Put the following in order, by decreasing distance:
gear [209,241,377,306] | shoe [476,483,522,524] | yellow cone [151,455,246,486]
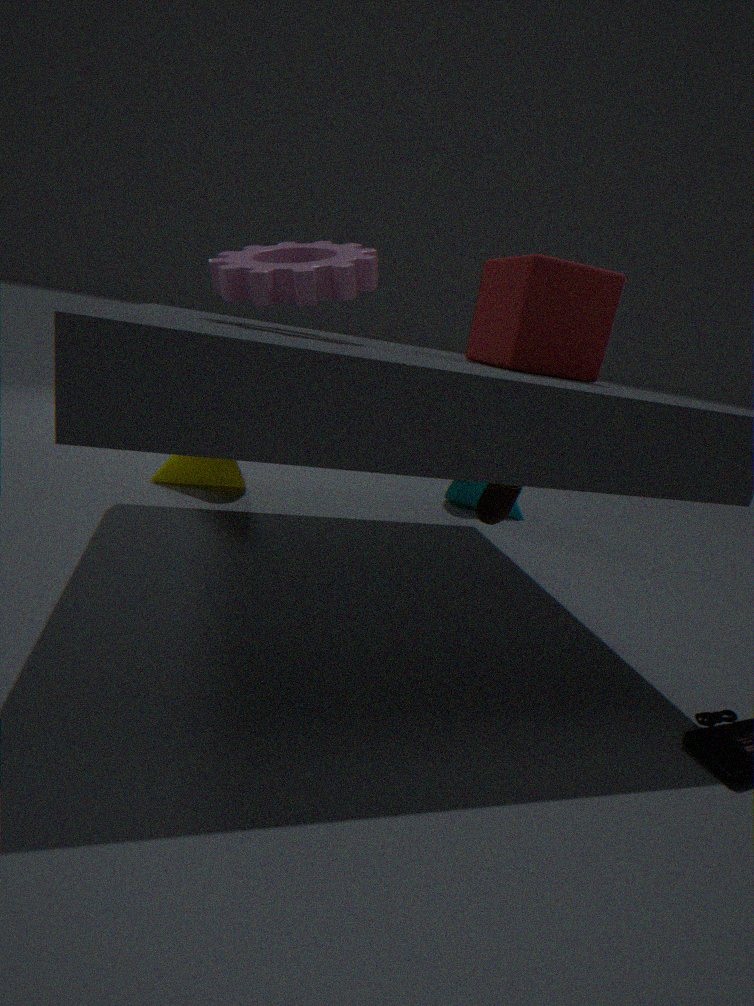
yellow cone [151,455,246,486]
shoe [476,483,522,524]
gear [209,241,377,306]
